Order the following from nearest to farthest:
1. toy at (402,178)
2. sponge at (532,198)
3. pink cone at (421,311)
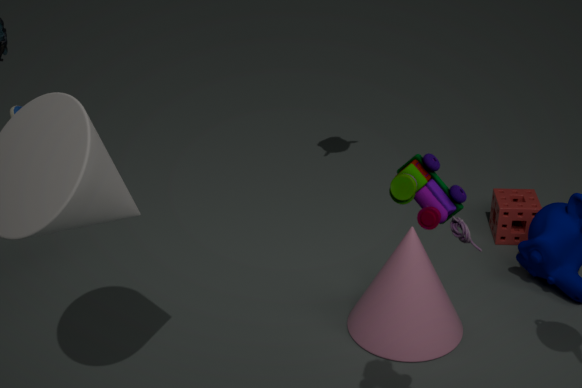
toy at (402,178) → pink cone at (421,311) → sponge at (532,198)
